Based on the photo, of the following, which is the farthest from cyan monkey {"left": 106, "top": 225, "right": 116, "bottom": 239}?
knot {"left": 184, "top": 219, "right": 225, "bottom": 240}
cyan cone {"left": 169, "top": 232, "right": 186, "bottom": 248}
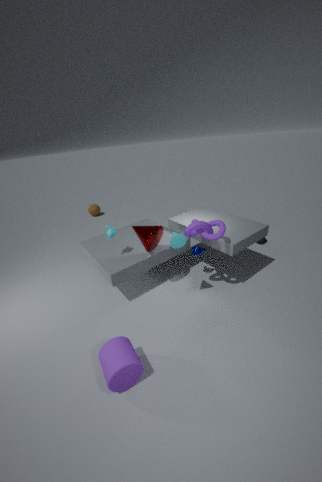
knot {"left": 184, "top": 219, "right": 225, "bottom": 240}
